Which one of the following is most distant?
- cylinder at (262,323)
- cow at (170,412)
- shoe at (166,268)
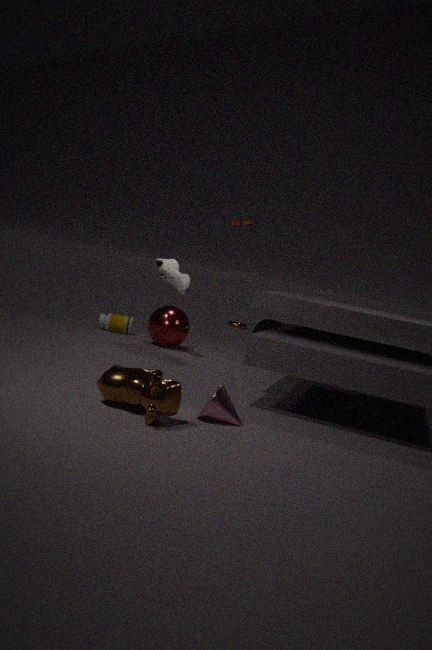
cylinder at (262,323)
